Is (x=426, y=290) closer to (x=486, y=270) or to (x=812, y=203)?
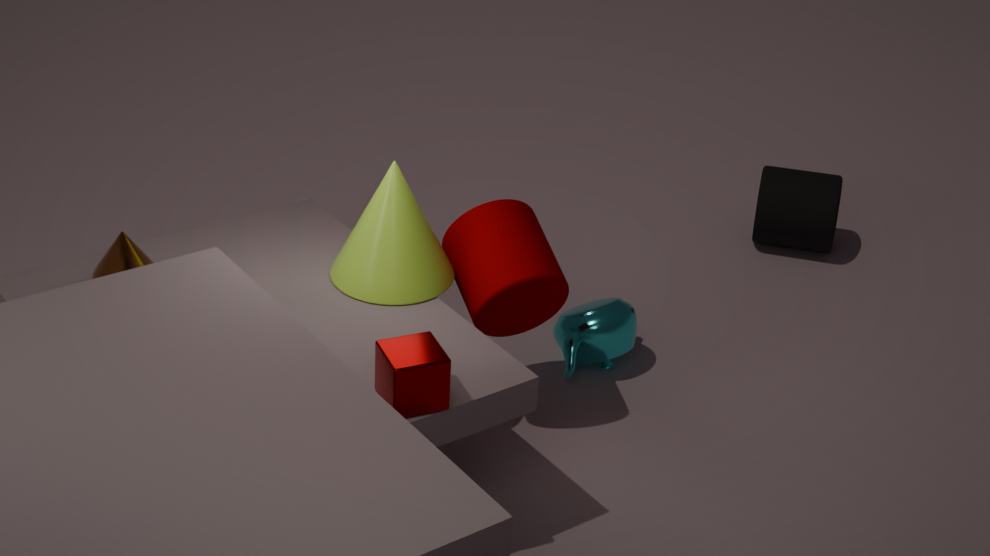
(x=486, y=270)
